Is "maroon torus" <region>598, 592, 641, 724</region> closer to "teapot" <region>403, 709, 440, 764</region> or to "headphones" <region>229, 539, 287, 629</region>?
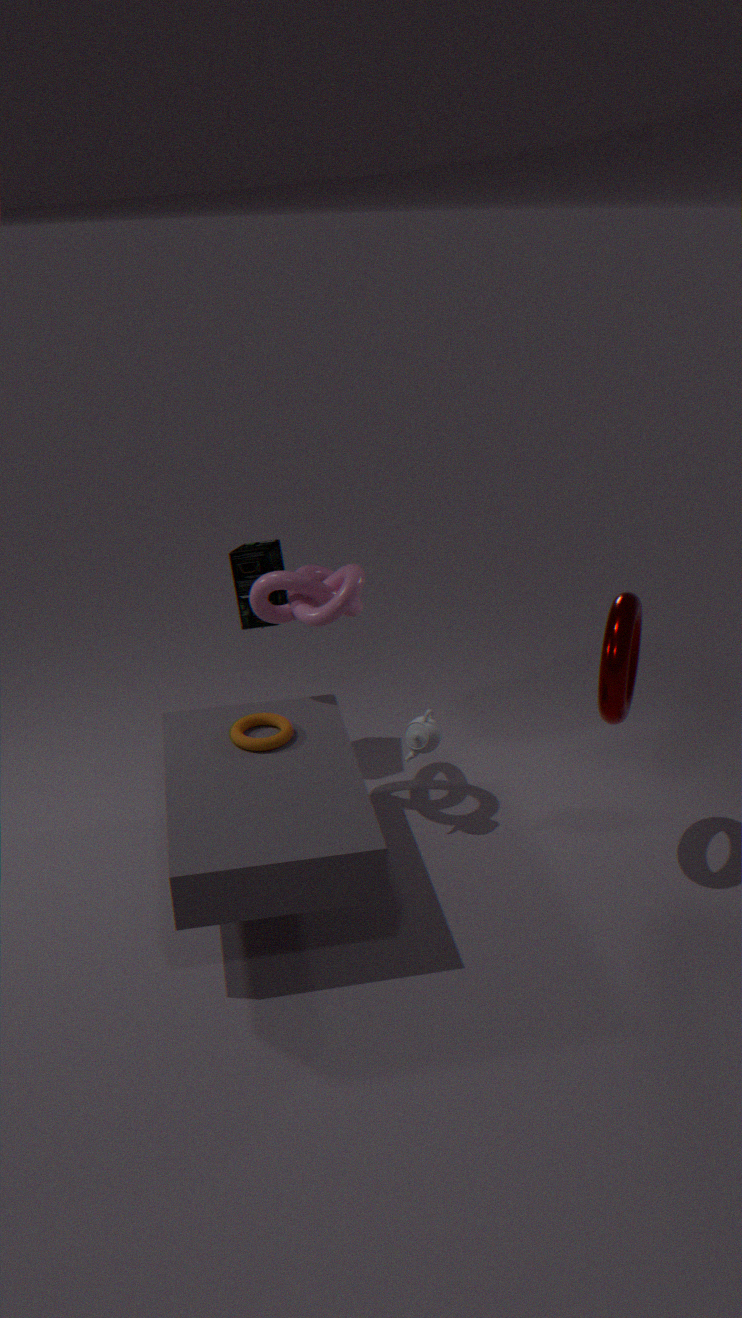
"teapot" <region>403, 709, 440, 764</region>
